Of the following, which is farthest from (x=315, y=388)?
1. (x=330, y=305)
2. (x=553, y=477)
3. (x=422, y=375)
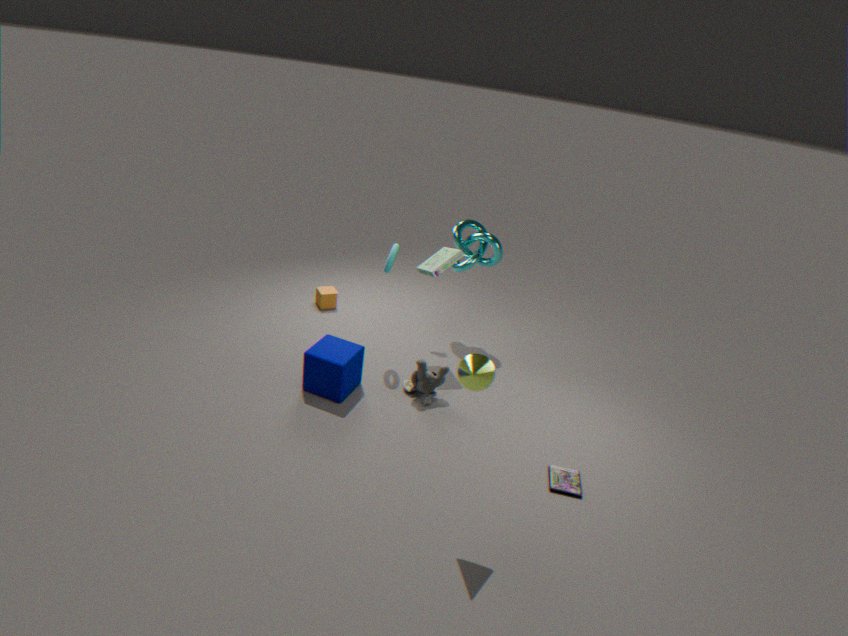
(x=553, y=477)
